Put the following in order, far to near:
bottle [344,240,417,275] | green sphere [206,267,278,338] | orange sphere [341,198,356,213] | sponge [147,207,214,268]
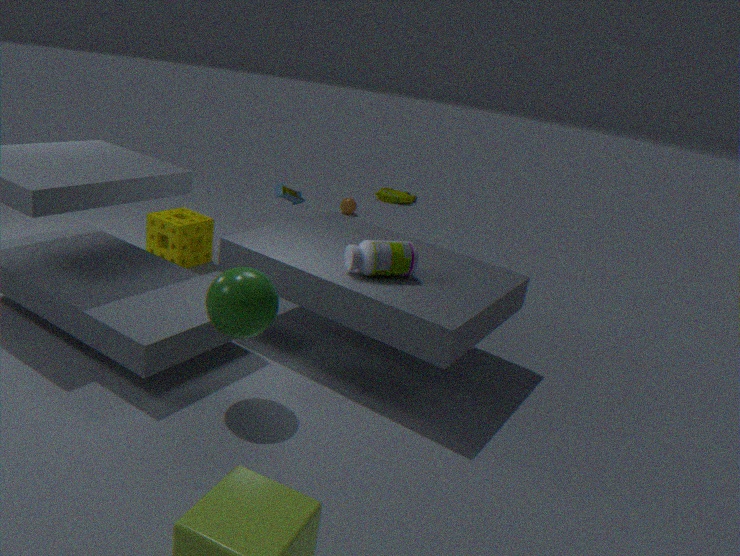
orange sphere [341,198,356,213]
sponge [147,207,214,268]
bottle [344,240,417,275]
green sphere [206,267,278,338]
